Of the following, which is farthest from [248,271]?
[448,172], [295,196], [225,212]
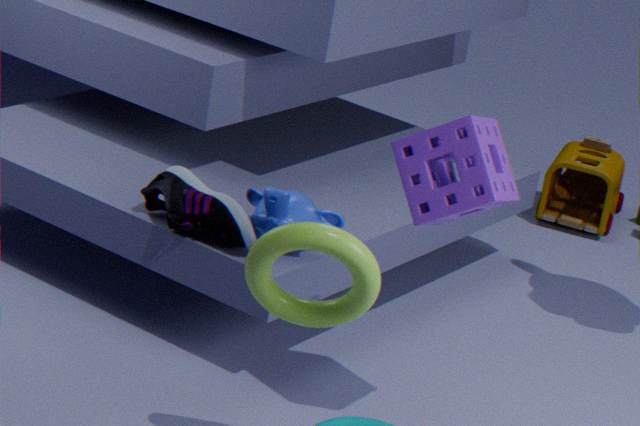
[225,212]
